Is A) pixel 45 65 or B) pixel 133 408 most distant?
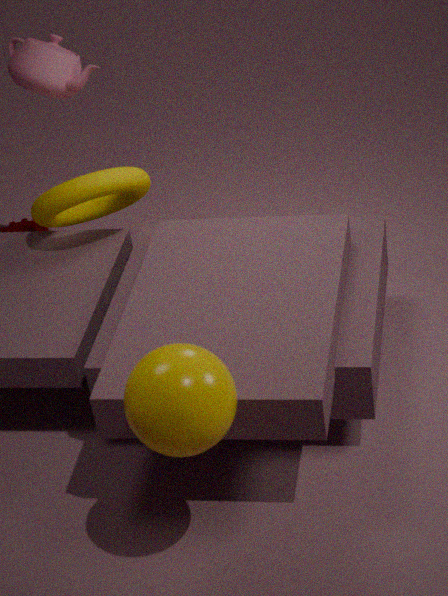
A. pixel 45 65
